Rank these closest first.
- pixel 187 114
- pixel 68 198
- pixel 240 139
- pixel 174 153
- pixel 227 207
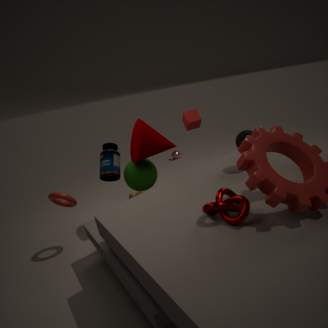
pixel 227 207 → pixel 240 139 → pixel 68 198 → pixel 187 114 → pixel 174 153
